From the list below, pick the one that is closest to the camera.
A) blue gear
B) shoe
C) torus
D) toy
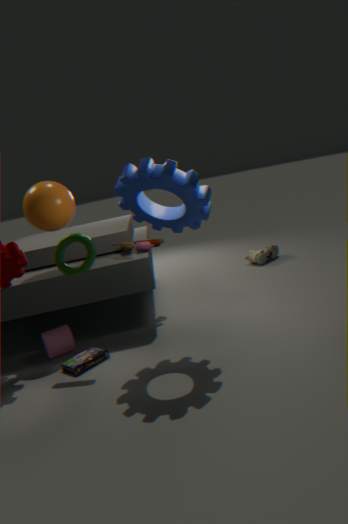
blue gear
